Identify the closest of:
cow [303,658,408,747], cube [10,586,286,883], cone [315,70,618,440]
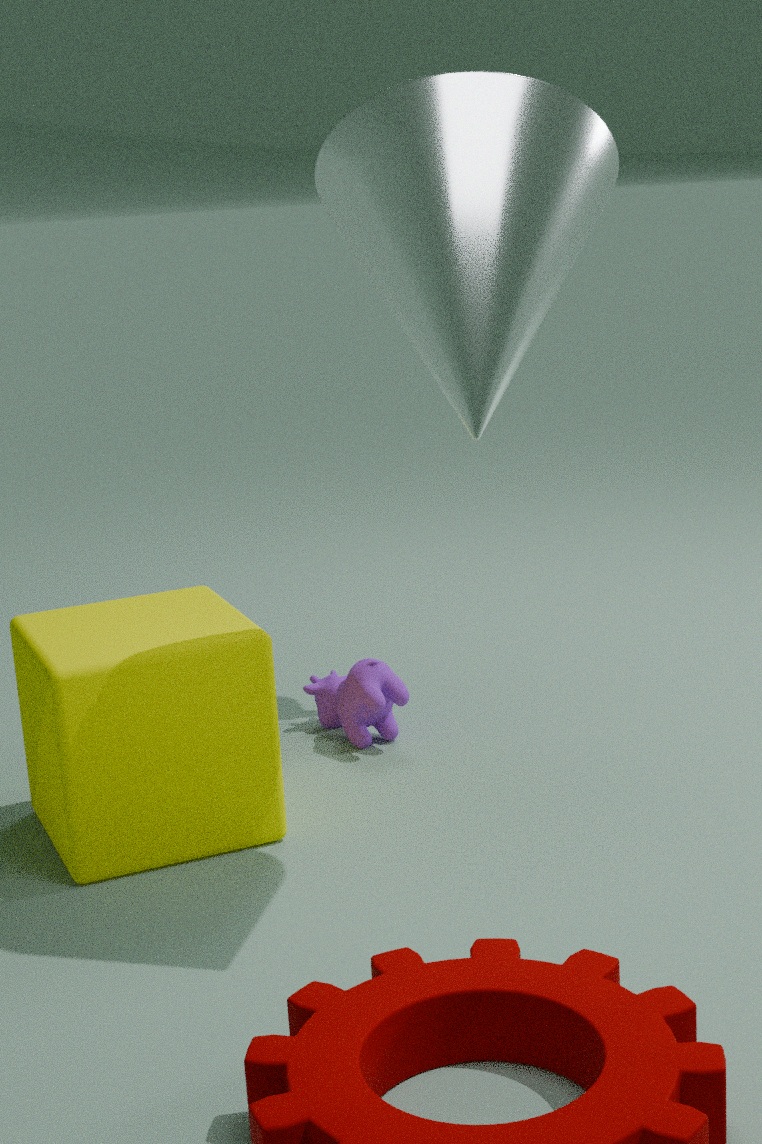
cone [315,70,618,440]
